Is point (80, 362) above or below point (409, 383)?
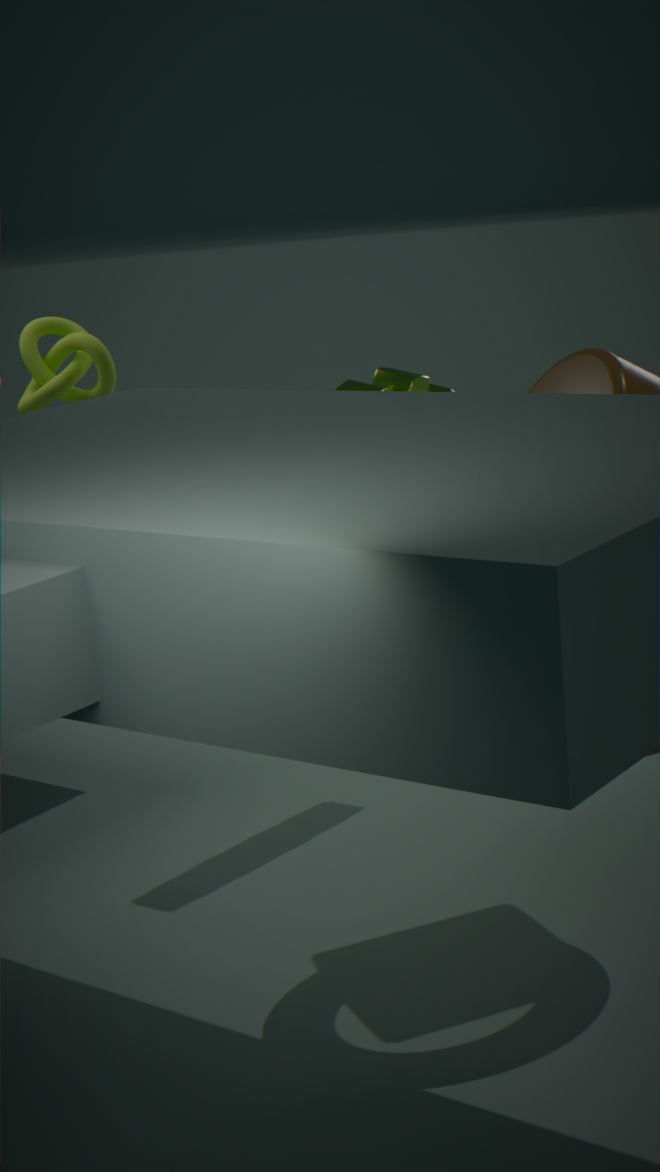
above
